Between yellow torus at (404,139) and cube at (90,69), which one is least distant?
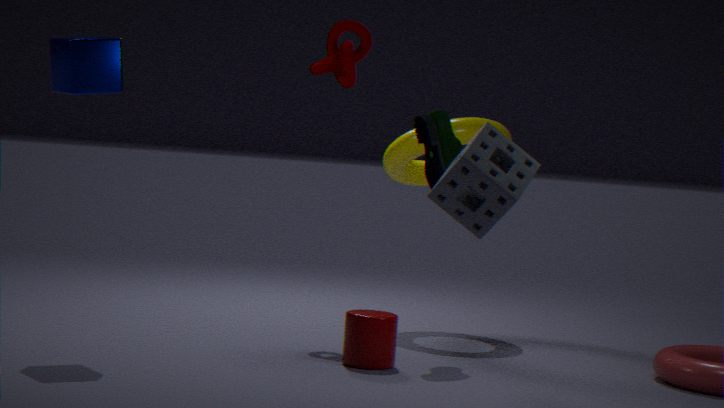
cube at (90,69)
